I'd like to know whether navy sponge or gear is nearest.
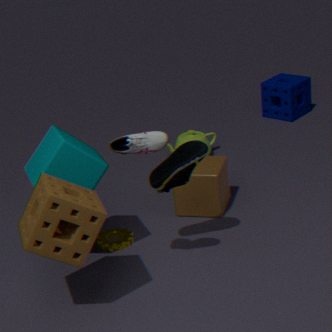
gear
